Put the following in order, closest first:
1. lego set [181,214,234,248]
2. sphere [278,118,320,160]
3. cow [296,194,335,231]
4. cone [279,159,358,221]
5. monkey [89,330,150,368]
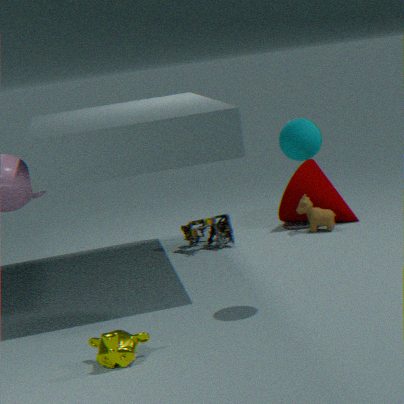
monkey [89,330,150,368] < sphere [278,118,320,160] < lego set [181,214,234,248] < cow [296,194,335,231] < cone [279,159,358,221]
